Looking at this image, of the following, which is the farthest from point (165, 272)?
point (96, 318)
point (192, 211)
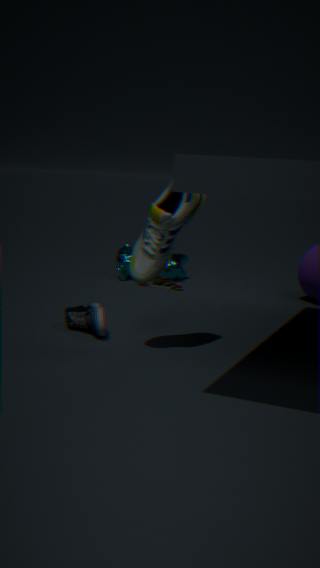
point (192, 211)
